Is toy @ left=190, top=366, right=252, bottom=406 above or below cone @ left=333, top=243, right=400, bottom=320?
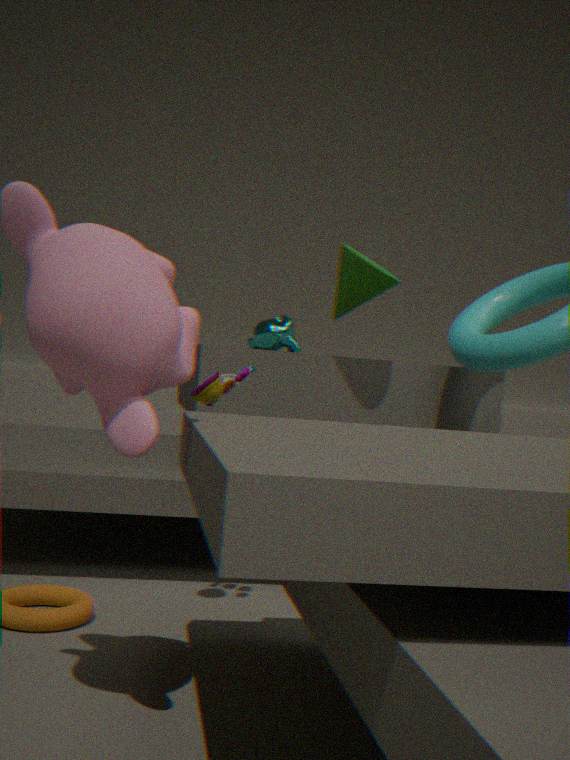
below
